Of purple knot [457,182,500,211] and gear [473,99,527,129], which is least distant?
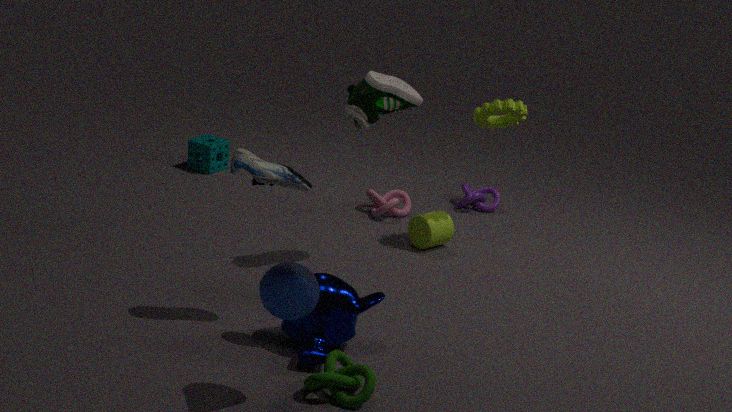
gear [473,99,527,129]
